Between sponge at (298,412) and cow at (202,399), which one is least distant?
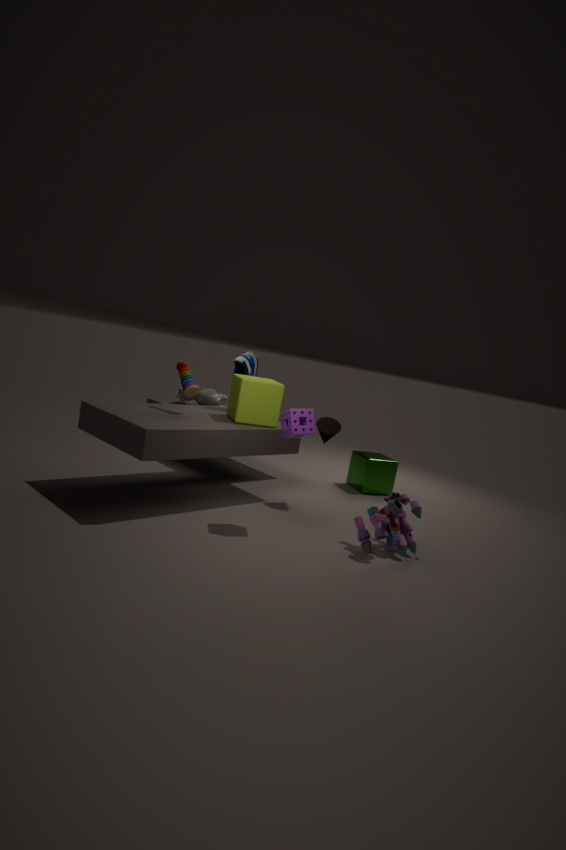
sponge at (298,412)
